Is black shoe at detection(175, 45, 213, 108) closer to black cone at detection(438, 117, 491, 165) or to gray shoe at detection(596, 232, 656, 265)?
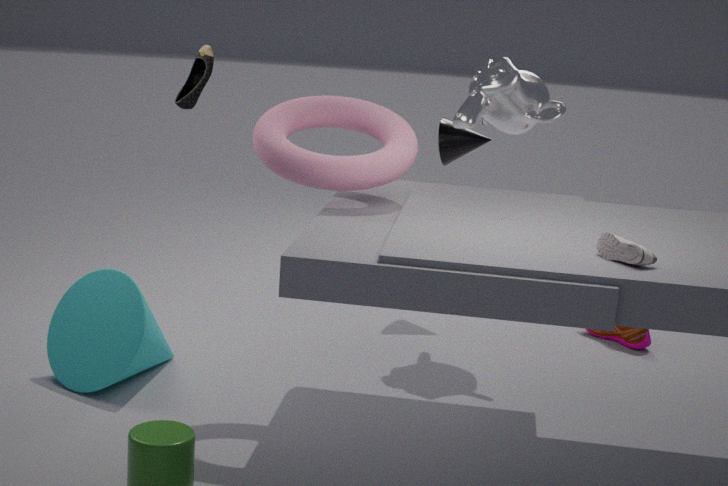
black cone at detection(438, 117, 491, 165)
